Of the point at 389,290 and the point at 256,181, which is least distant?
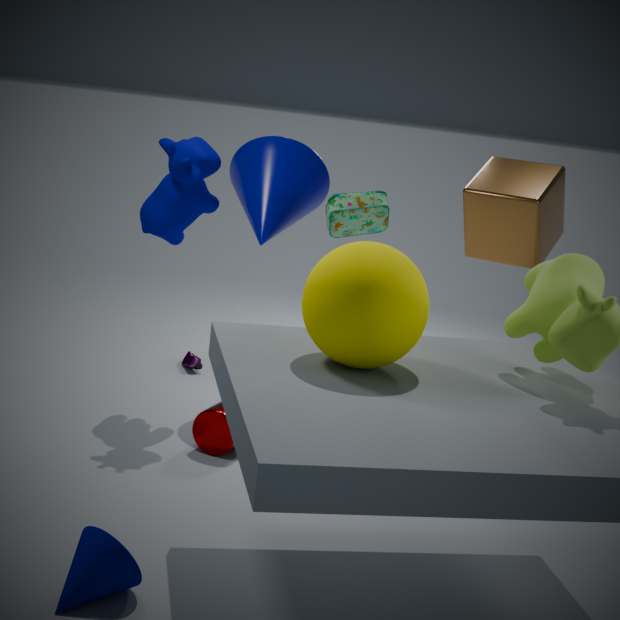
the point at 389,290
